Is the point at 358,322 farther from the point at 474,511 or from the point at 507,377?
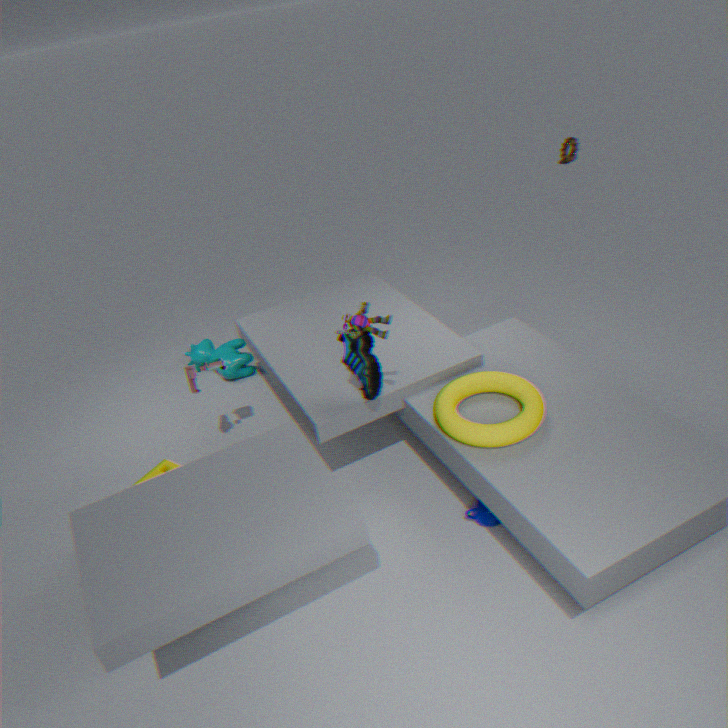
the point at 474,511
